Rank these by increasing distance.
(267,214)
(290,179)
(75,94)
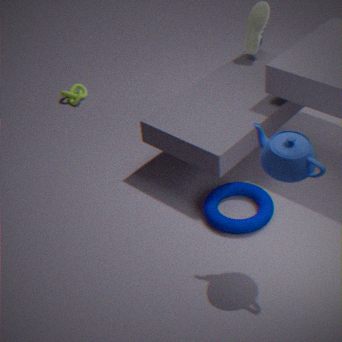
1. (290,179)
2. (267,214)
3. (75,94)
